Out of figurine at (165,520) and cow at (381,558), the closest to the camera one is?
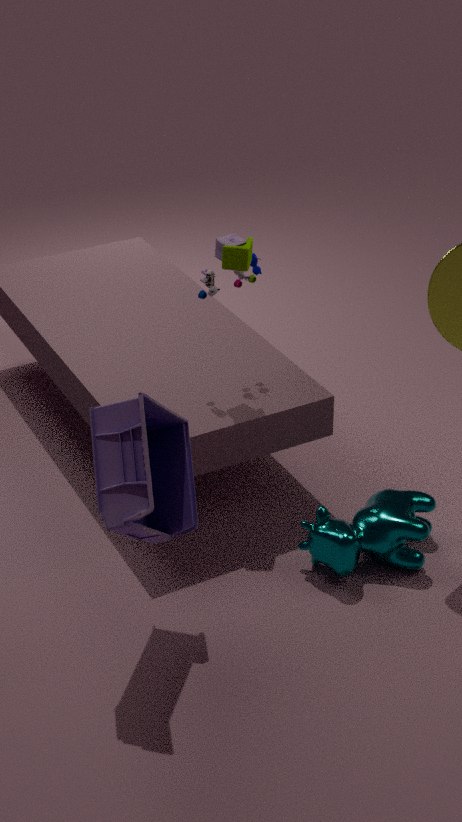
figurine at (165,520)
